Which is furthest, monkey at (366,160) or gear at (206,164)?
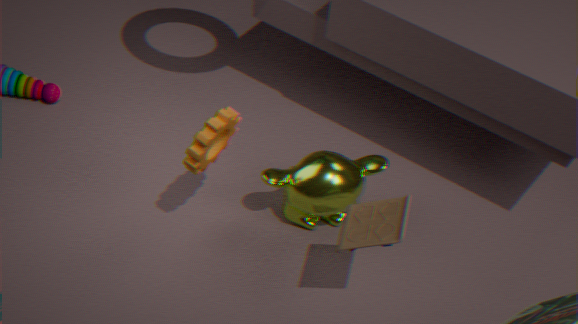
monkey at (366,160)
